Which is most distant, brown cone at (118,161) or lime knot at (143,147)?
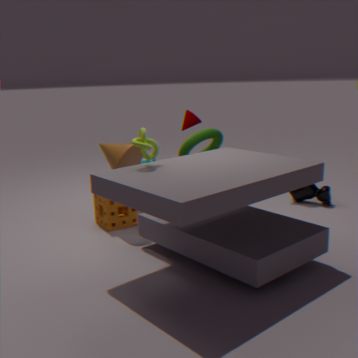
brown cone at (118,161)
